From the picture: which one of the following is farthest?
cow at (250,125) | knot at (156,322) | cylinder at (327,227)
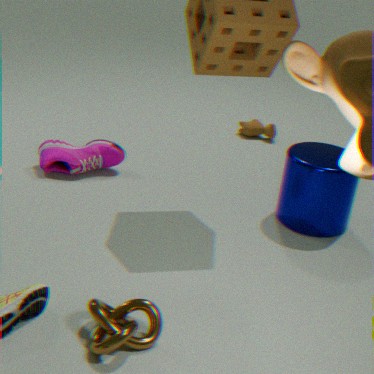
cow at (250,125)
